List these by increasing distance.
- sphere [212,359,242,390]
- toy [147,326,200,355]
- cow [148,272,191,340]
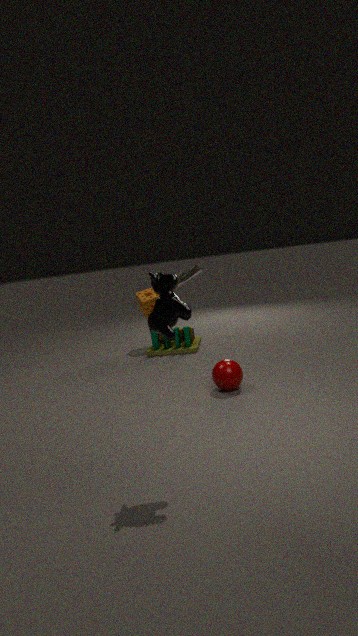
cow [148,272,191,340]
sphere [212,359,242,390]
toy [147,326,200,355]
